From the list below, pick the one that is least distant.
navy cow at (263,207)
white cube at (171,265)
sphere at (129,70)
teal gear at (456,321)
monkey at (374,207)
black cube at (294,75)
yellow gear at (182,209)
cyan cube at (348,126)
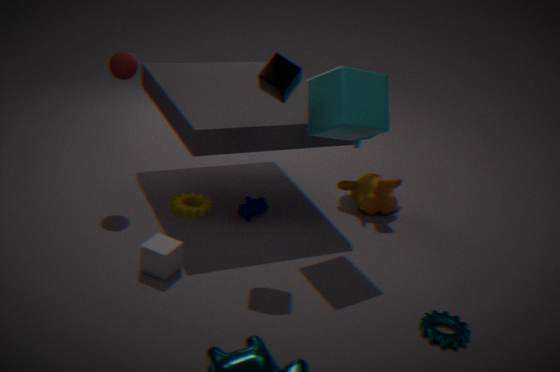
teal gear at (456,321)
